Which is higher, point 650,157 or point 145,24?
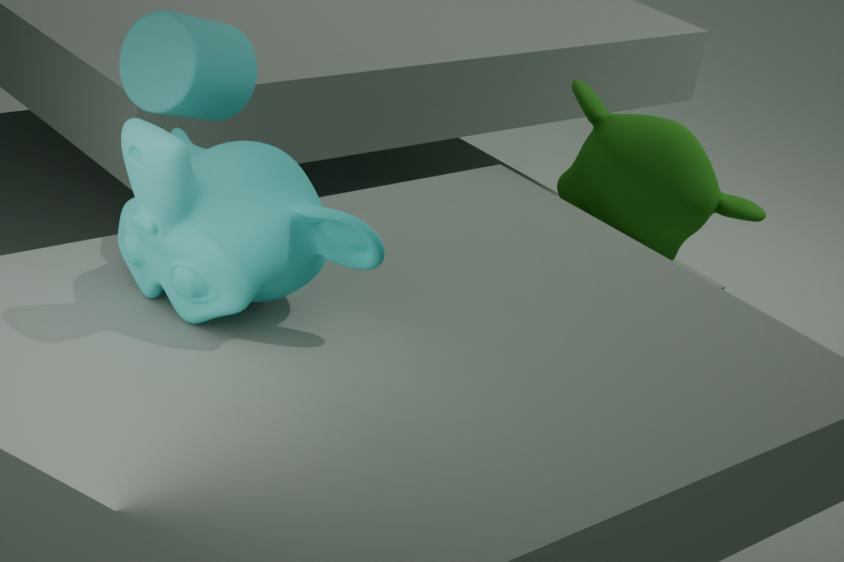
point 145,24
